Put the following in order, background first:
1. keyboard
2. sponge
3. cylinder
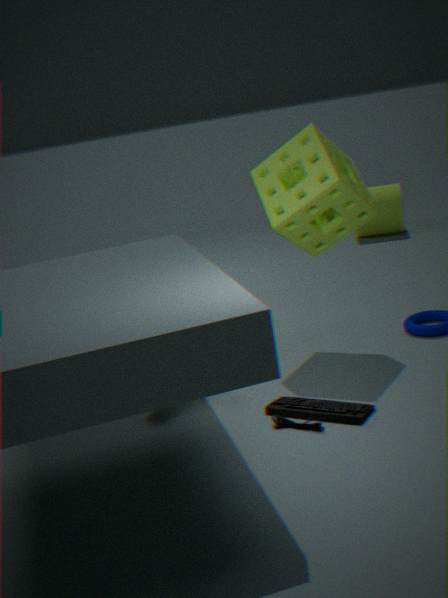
cylinder < sponge < keyboard
